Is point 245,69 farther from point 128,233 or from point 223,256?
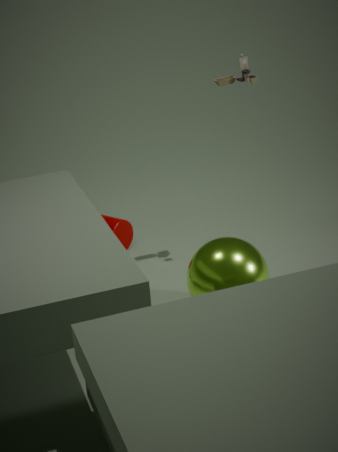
point 128,233
